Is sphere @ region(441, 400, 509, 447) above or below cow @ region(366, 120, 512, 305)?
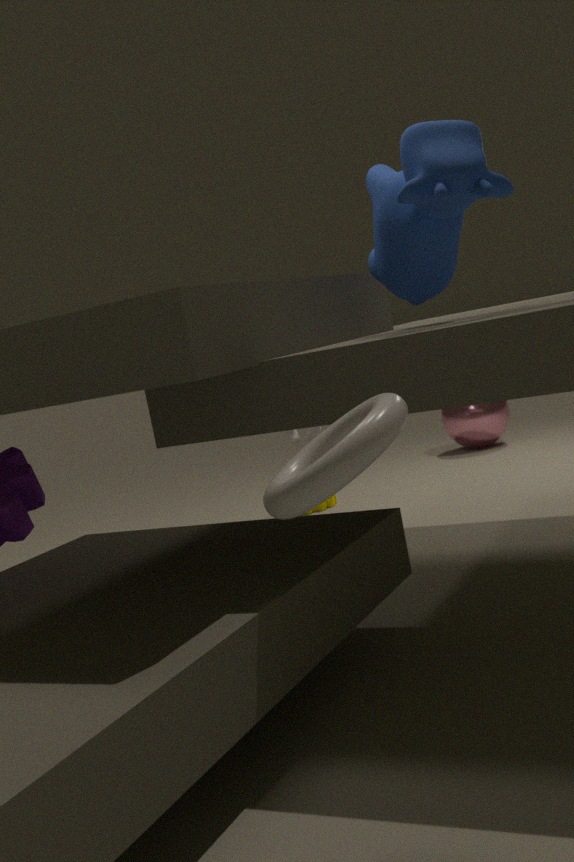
below
